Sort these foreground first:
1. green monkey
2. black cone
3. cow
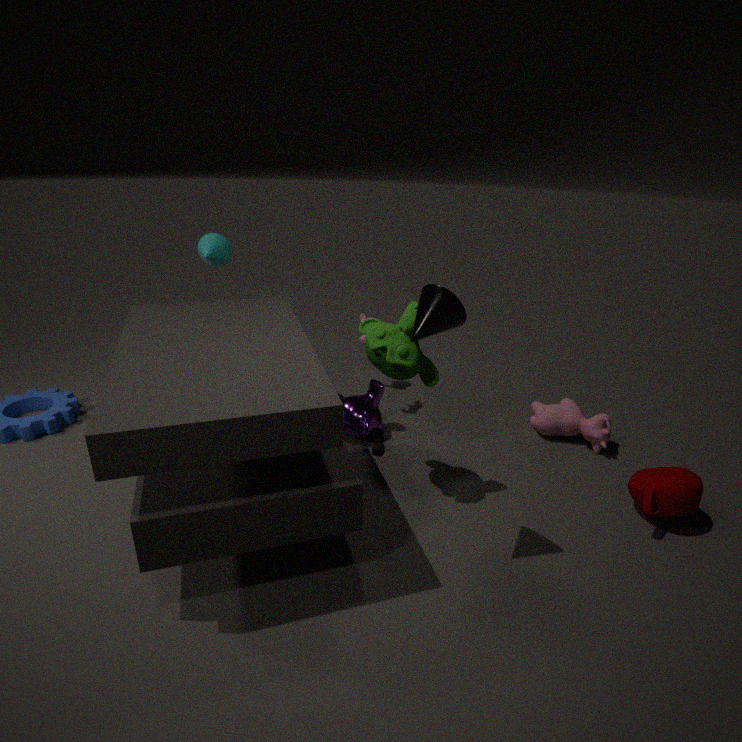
black cone < green monkey < cow
